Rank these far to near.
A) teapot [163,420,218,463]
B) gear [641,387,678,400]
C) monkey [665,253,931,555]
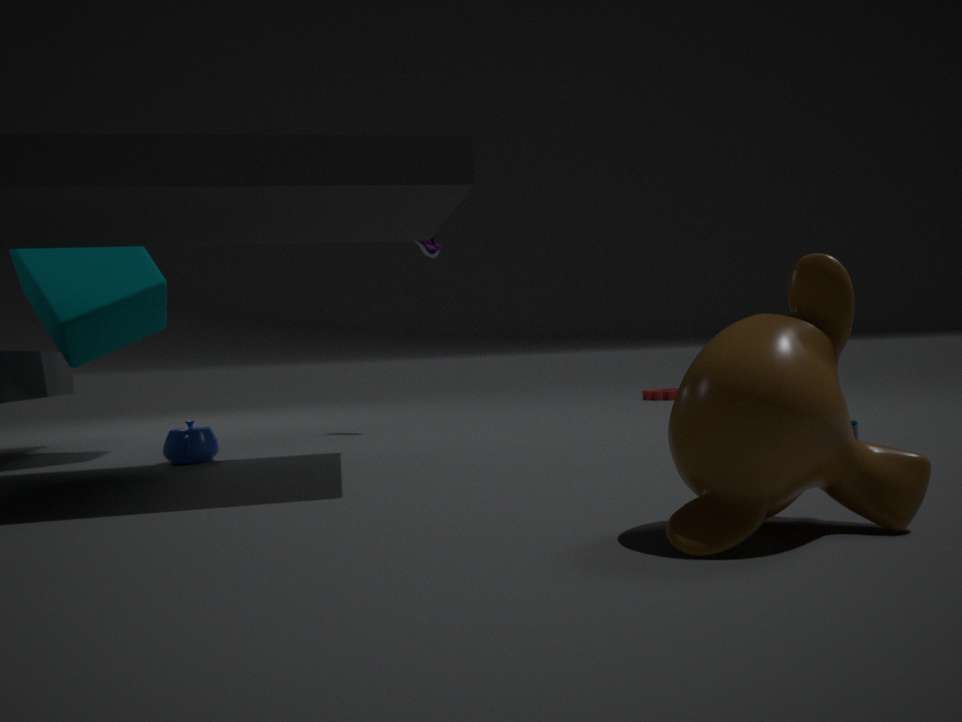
gear [641,387,678,400]
teapot [163,420,218,463]
monkey [665,253,931,555]
